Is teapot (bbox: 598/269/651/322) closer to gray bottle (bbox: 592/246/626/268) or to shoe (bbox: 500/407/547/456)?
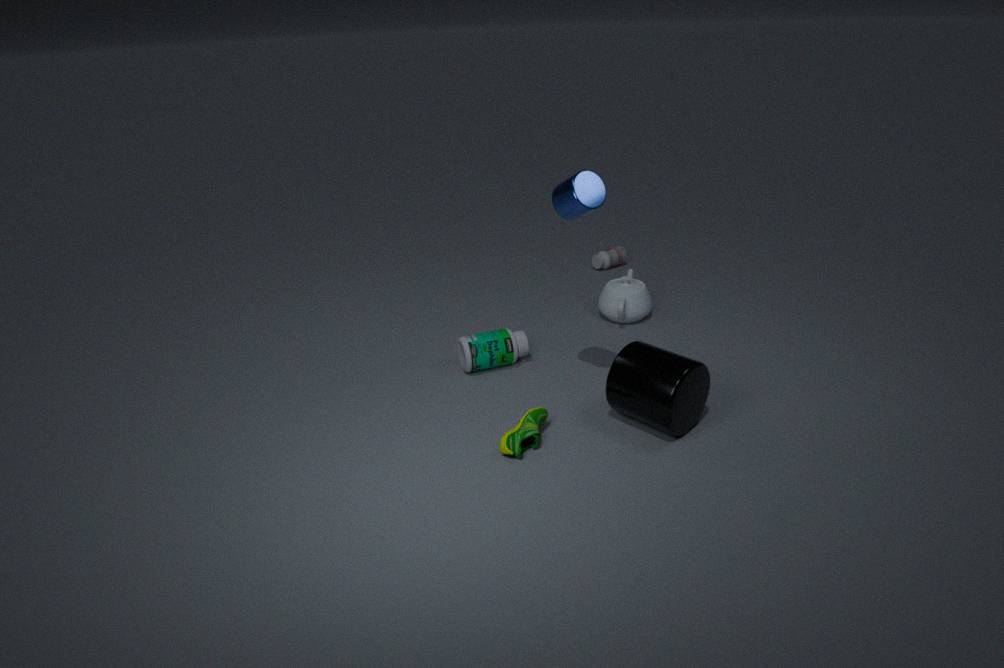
gray bottle (bbox: 592/246/626/268)
